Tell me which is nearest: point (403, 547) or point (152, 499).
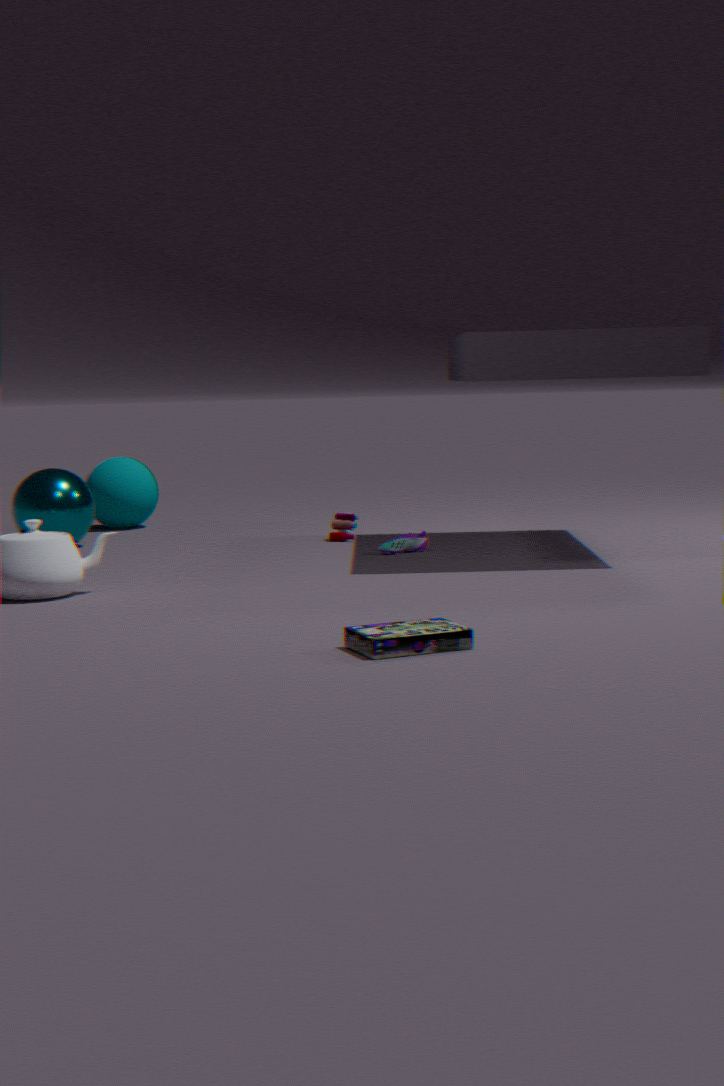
point (403, 547)
